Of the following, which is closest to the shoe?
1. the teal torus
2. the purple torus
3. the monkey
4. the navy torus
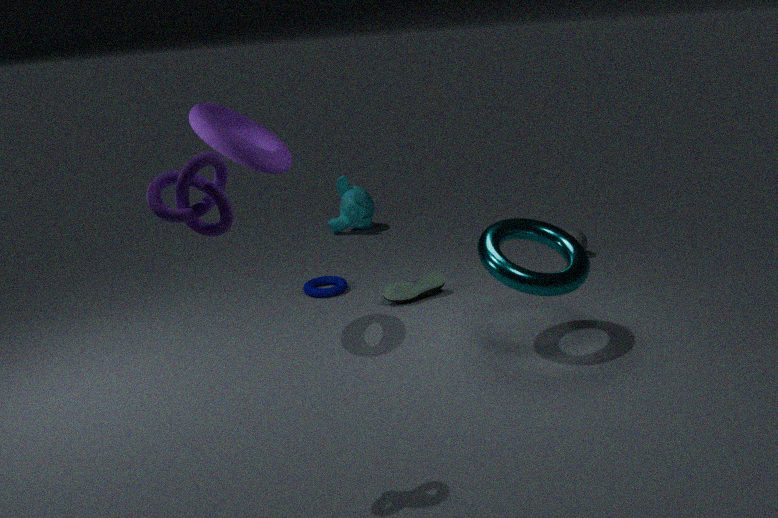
the navy torus
